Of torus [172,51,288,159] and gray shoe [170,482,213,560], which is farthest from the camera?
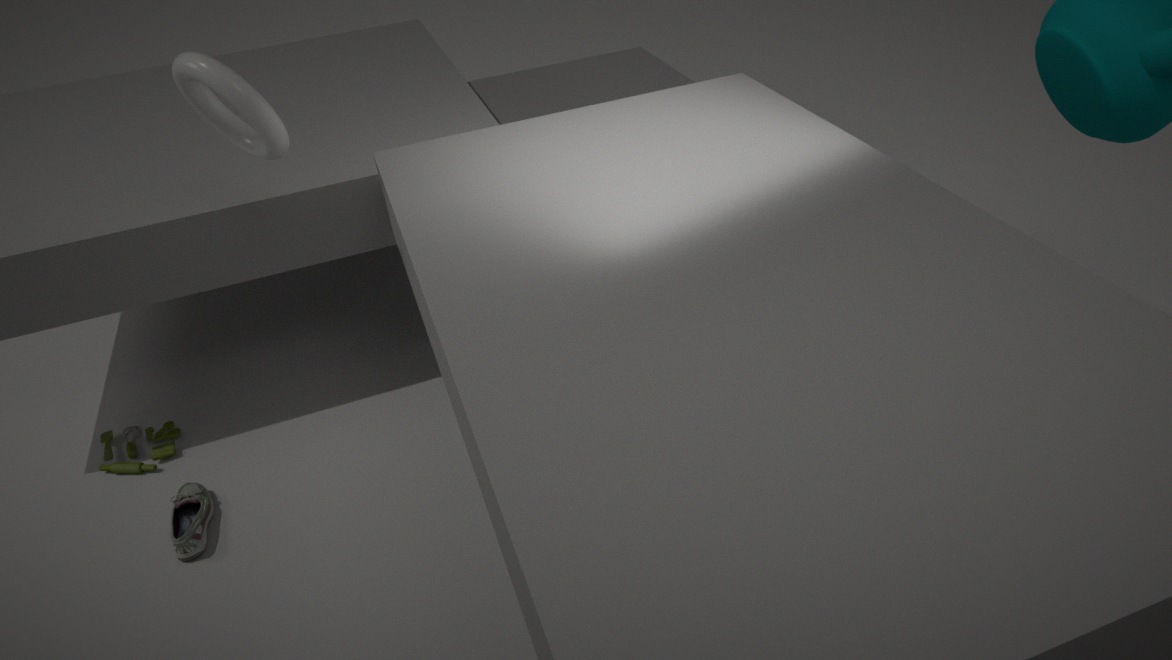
gray shoe [170,482,213,560]
